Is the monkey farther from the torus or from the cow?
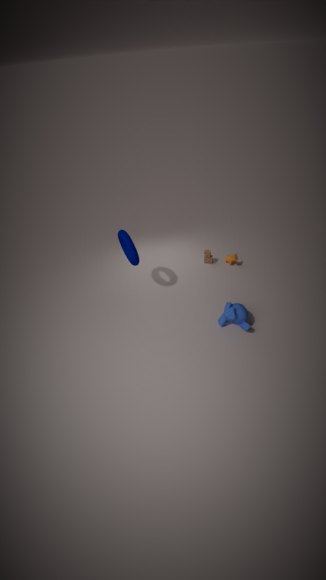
the torus
